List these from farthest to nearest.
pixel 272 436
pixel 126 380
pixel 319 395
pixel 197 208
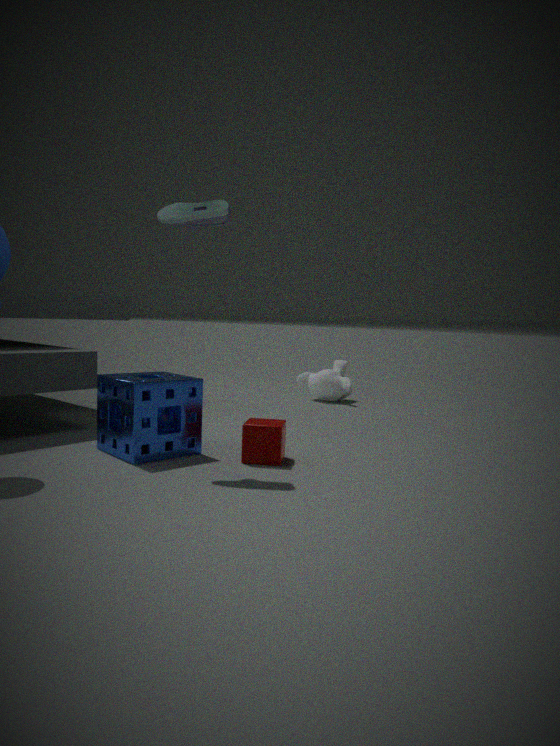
pixel 319 395 < pixel 272 436 < pixel 126 380 < pixel 197 208
